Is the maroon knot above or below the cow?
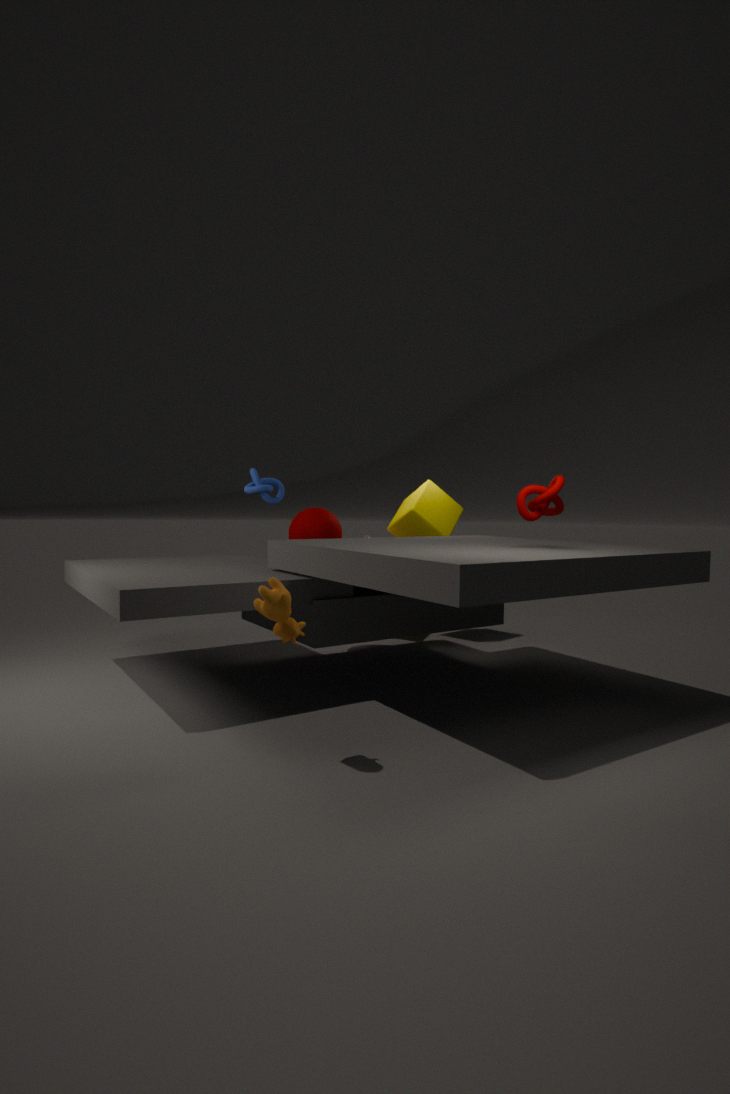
above
